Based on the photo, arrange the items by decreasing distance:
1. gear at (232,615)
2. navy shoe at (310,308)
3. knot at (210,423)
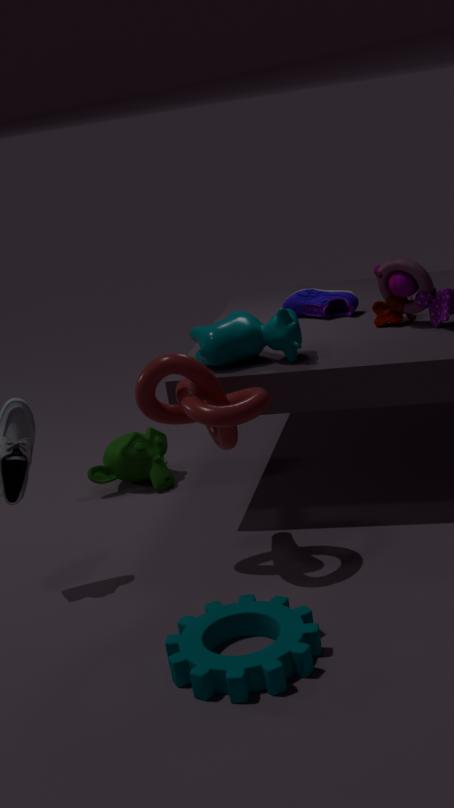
navy shoe at (310,308) → knot at (210,423) → gear at (232,615)
